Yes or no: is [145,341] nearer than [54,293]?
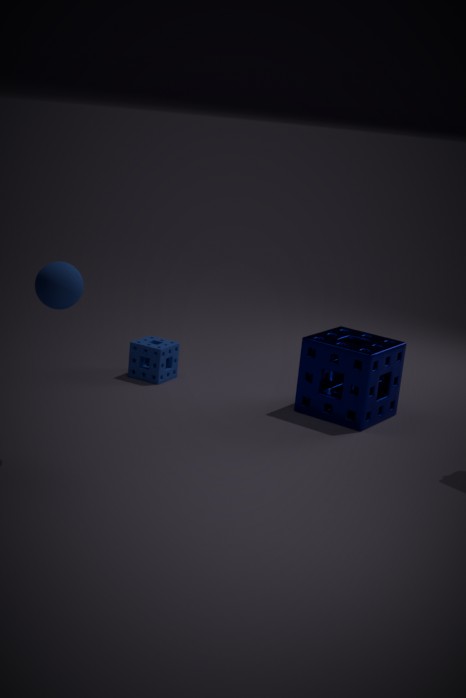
No
